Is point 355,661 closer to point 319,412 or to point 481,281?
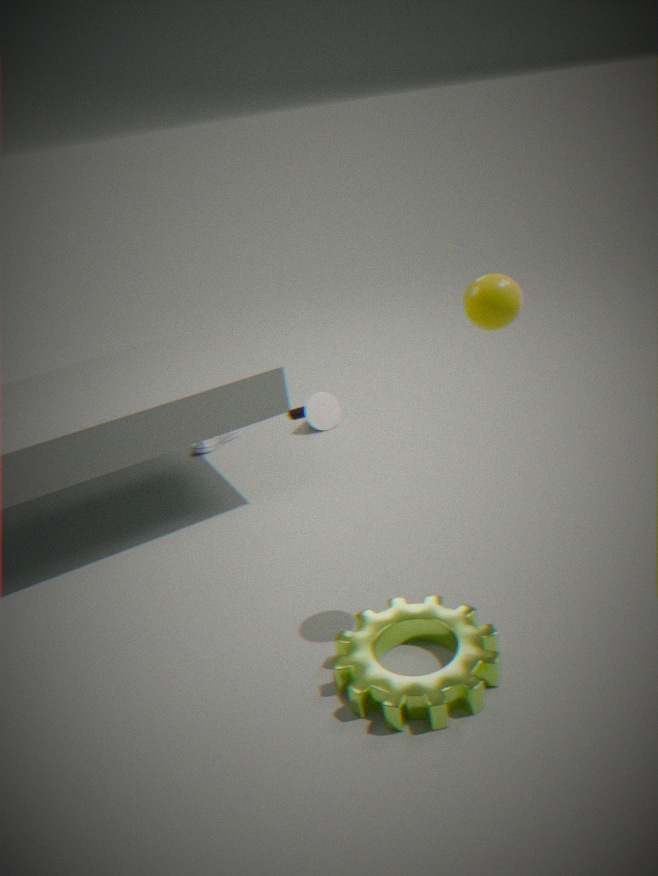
point 481,281
